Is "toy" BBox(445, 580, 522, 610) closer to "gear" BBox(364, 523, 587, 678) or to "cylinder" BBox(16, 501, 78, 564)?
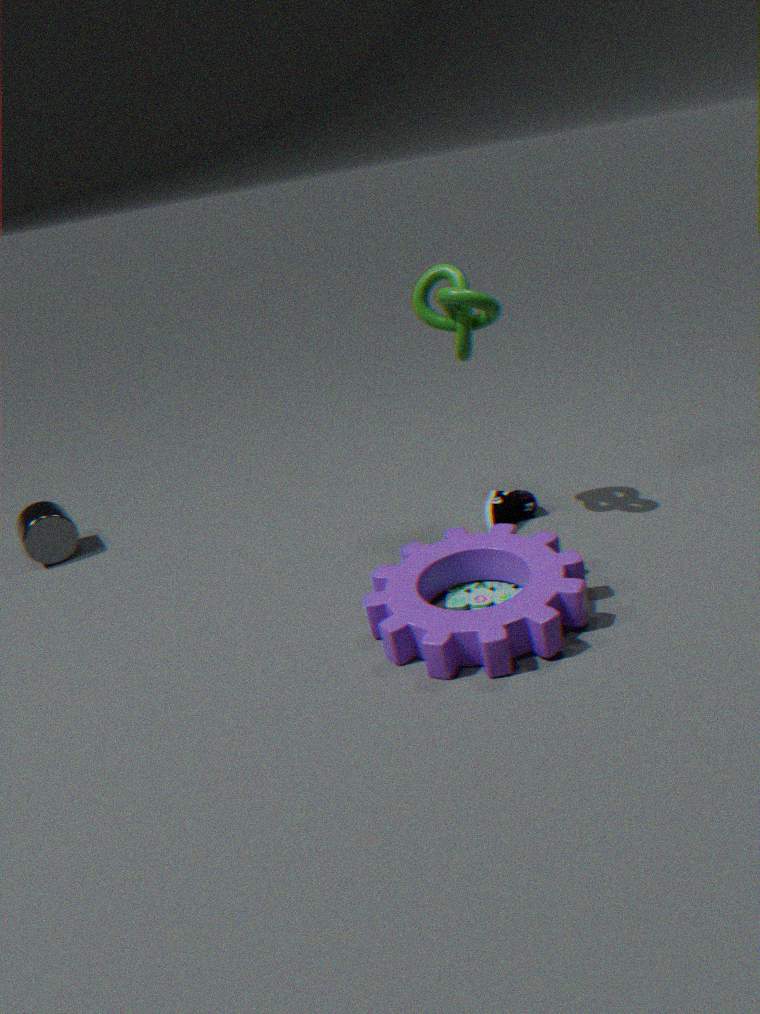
"gear" BBox(364, 523, 587, 678)
